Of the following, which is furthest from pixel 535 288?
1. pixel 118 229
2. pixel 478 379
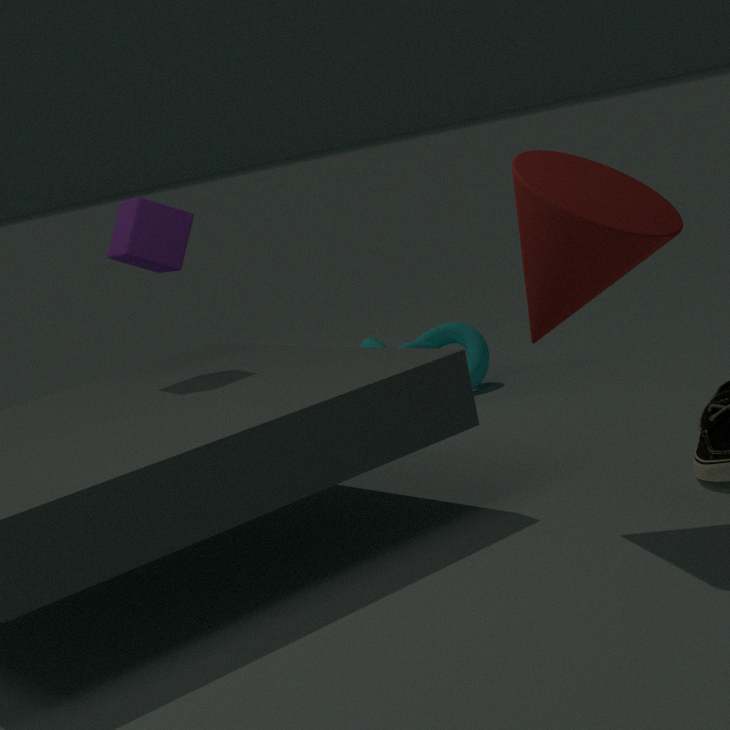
pixel 478 379
